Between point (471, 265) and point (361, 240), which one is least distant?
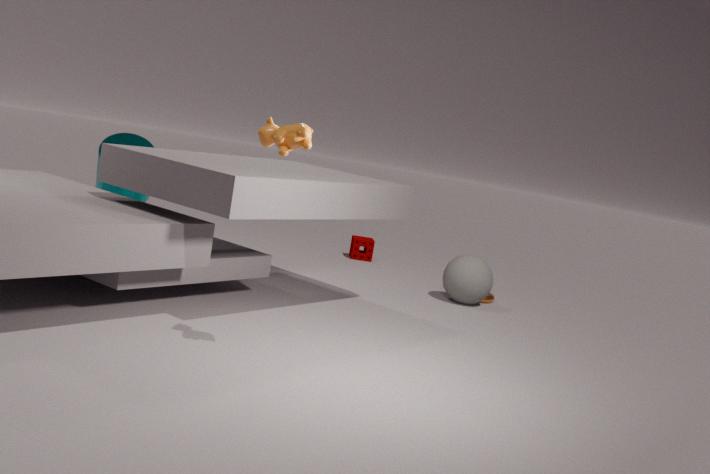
point (471, 265)
